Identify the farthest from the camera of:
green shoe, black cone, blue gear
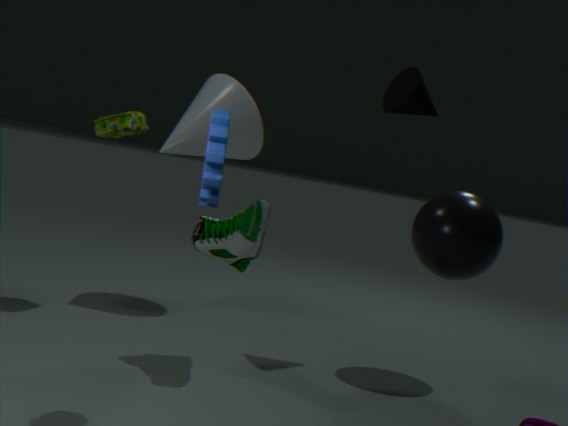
black cone
